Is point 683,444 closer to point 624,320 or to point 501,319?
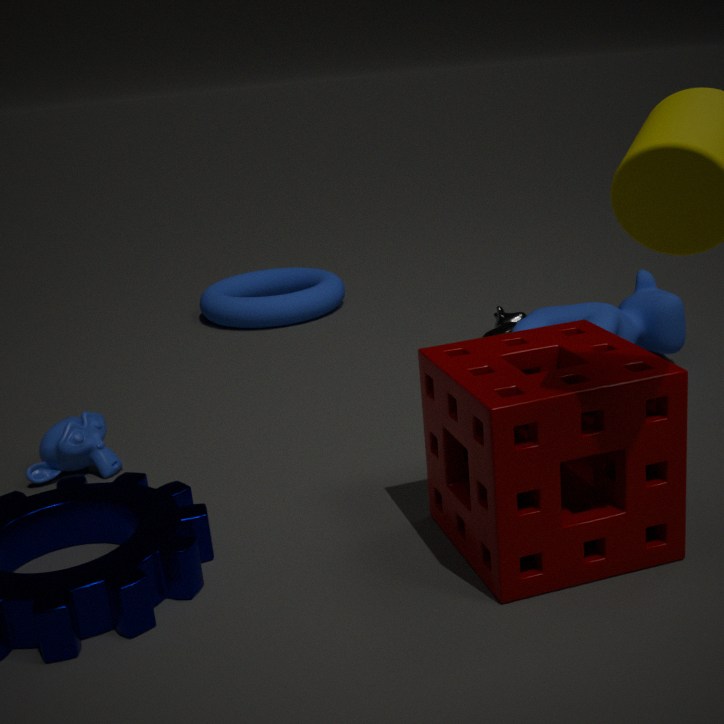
point 624,320
